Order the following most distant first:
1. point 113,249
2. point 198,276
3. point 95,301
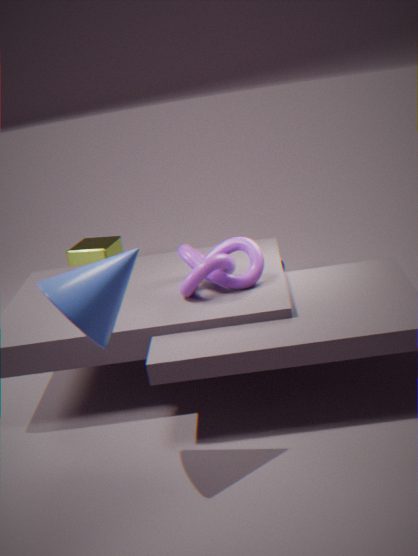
point 113,249 → point 198,276 → point 95,301
